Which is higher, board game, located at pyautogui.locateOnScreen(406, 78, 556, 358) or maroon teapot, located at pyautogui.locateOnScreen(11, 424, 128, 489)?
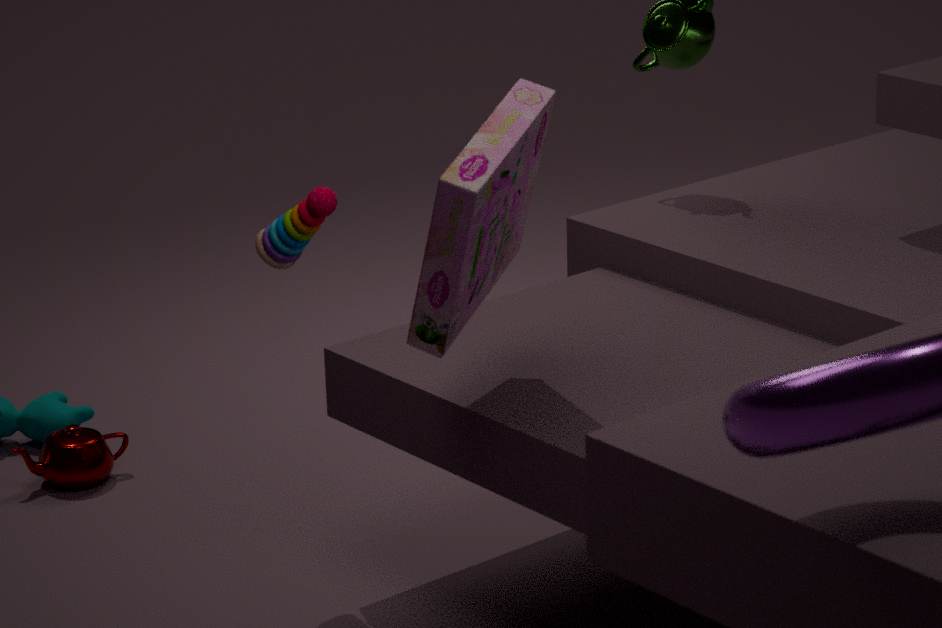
board game, located at pyautogui.locateOnScreen(406, 78, 556, 358)
